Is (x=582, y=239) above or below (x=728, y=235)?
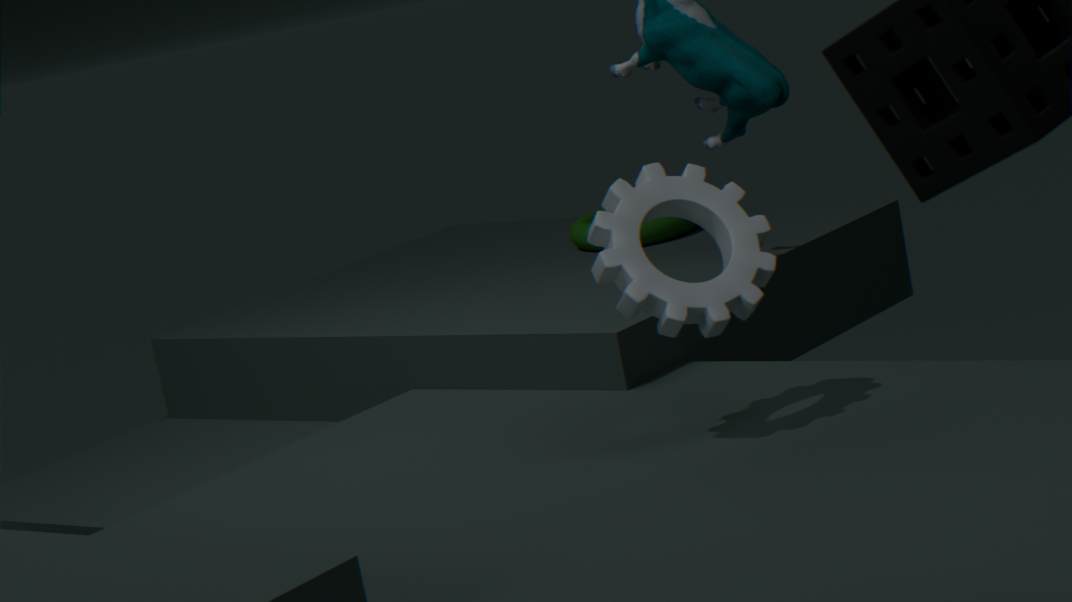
below
